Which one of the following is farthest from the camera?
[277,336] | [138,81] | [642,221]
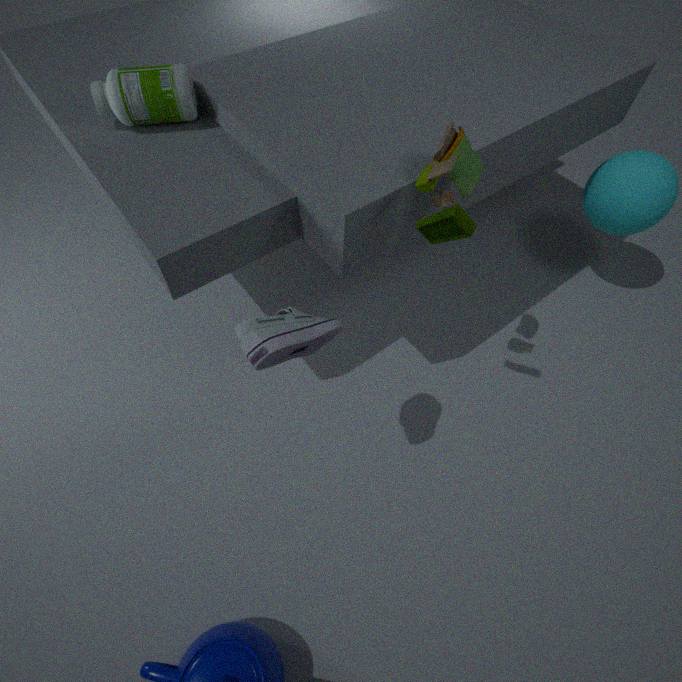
[642,221]
